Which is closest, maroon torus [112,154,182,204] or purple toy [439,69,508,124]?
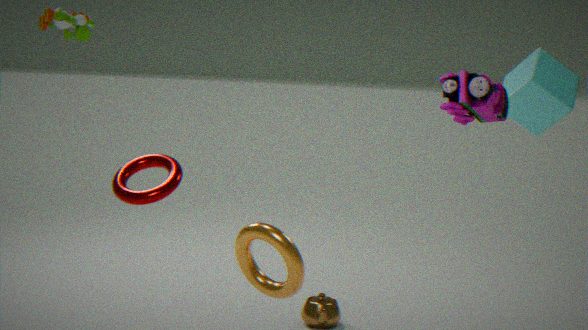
purple toy [439,69,508,124]
